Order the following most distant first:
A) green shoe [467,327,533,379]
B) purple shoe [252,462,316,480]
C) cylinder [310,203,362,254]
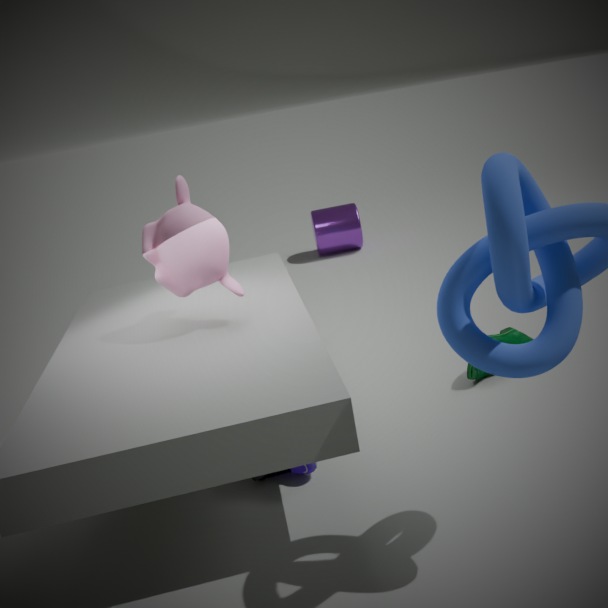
cylinder [310,203,362,254]
green shoe [467,327,533,379]
purple shoe [252,462,316,480]
